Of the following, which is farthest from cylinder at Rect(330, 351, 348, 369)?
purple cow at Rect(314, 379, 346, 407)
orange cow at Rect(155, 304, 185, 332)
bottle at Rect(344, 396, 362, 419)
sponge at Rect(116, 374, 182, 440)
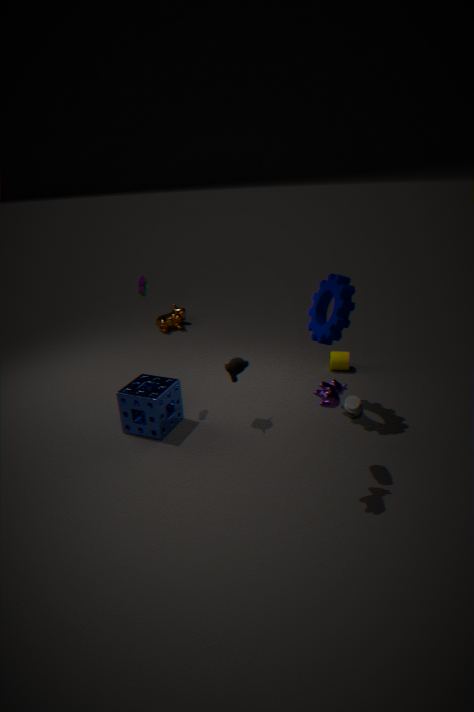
orange cow at Rect(155, 304, 185, 332)
